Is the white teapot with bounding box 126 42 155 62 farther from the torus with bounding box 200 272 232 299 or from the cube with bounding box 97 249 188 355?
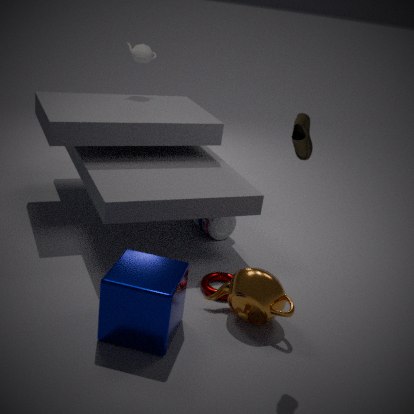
the cube with bounding box 97 249 188 355
